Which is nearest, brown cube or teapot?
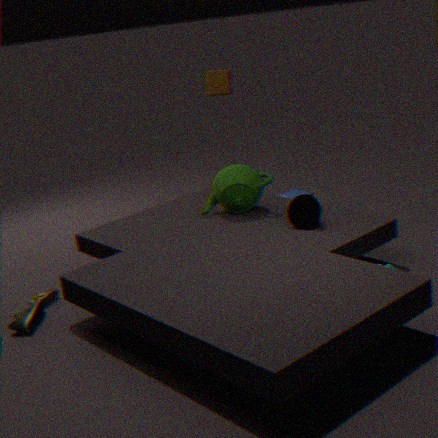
teapot
